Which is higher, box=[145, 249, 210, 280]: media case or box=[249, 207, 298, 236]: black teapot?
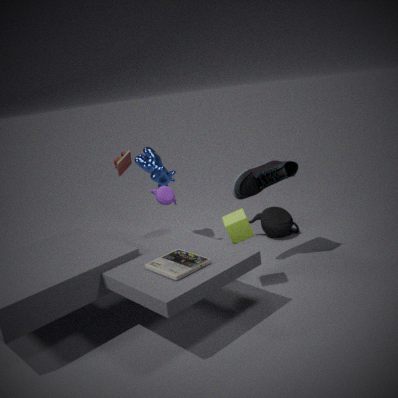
box=[145, 249, 210, 280]: media case
